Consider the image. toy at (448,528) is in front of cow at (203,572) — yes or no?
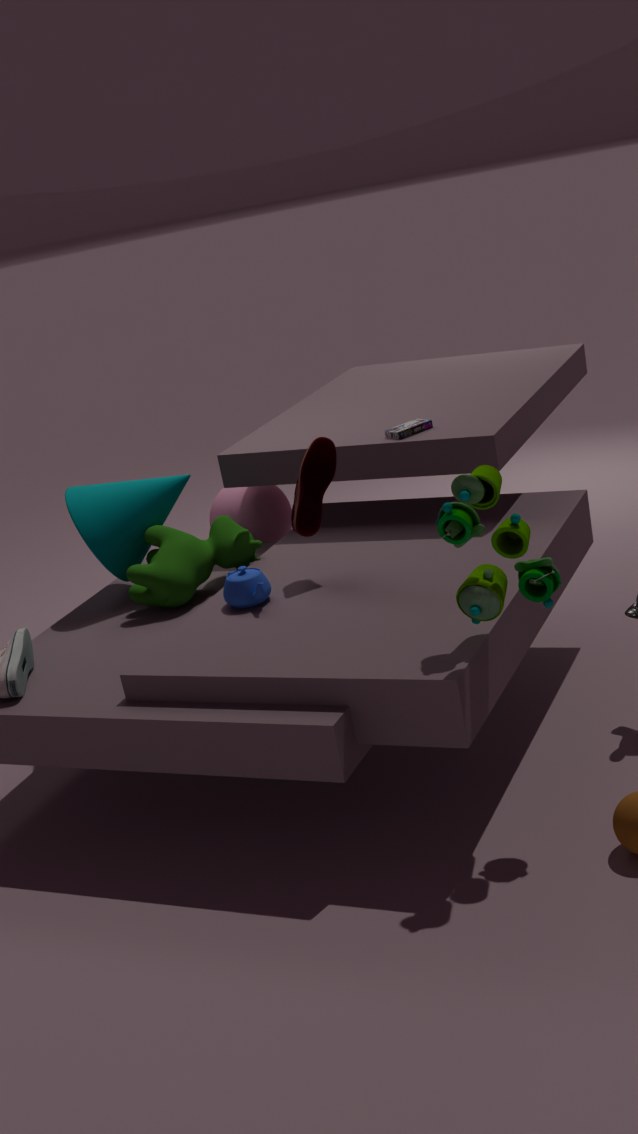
Yes
